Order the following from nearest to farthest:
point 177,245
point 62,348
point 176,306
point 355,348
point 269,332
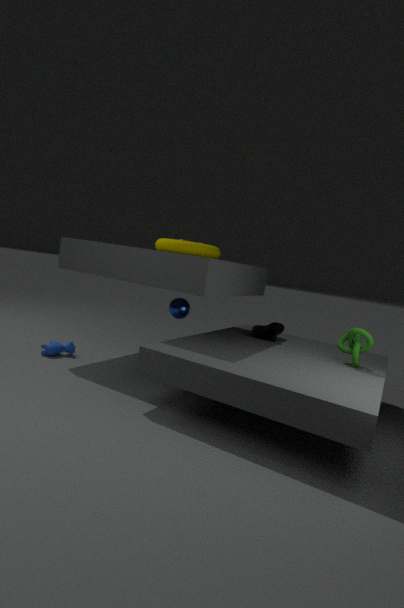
point 355,348, point 177,245, point 176,306, point 62,348, point 269,332
